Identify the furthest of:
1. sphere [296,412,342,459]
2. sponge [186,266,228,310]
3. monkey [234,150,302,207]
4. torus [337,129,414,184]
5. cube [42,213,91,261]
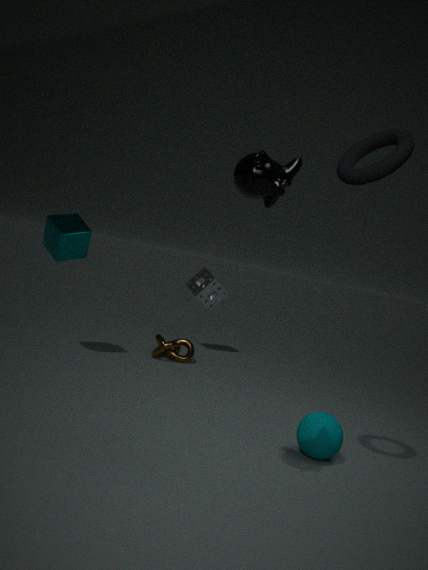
sponge [186,266,228,310]
